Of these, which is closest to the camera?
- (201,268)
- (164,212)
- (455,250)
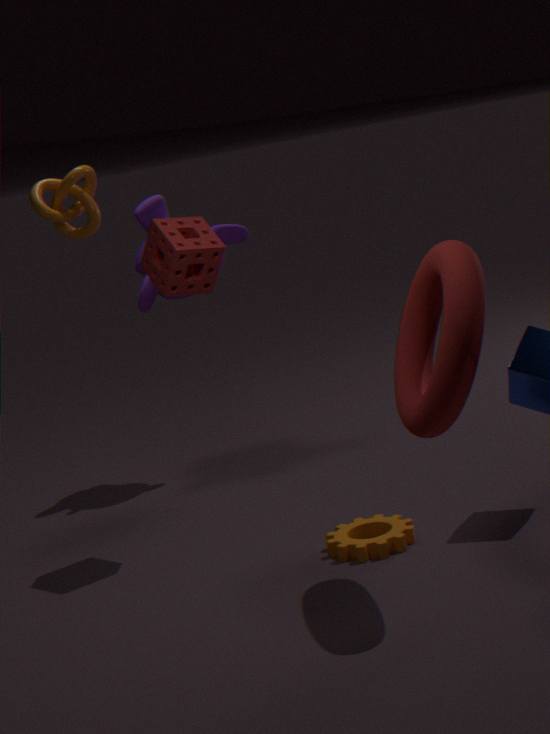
(455,250)
